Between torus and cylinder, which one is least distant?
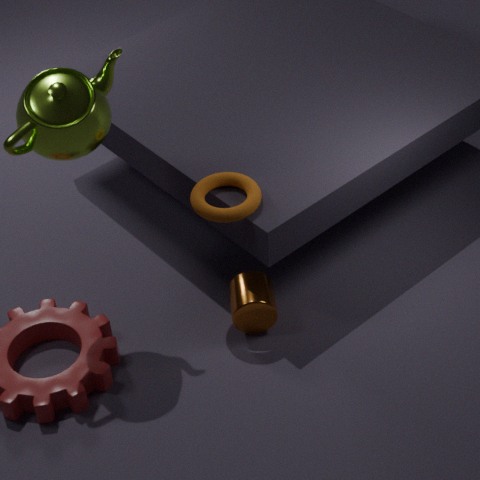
torus
